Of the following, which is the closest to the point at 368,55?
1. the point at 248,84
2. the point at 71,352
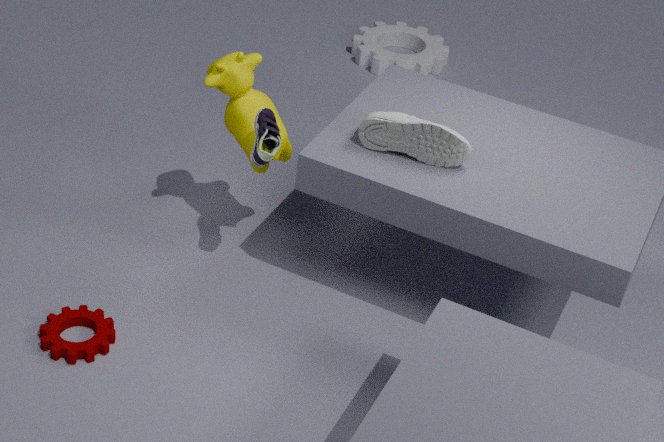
the point at 248,84
